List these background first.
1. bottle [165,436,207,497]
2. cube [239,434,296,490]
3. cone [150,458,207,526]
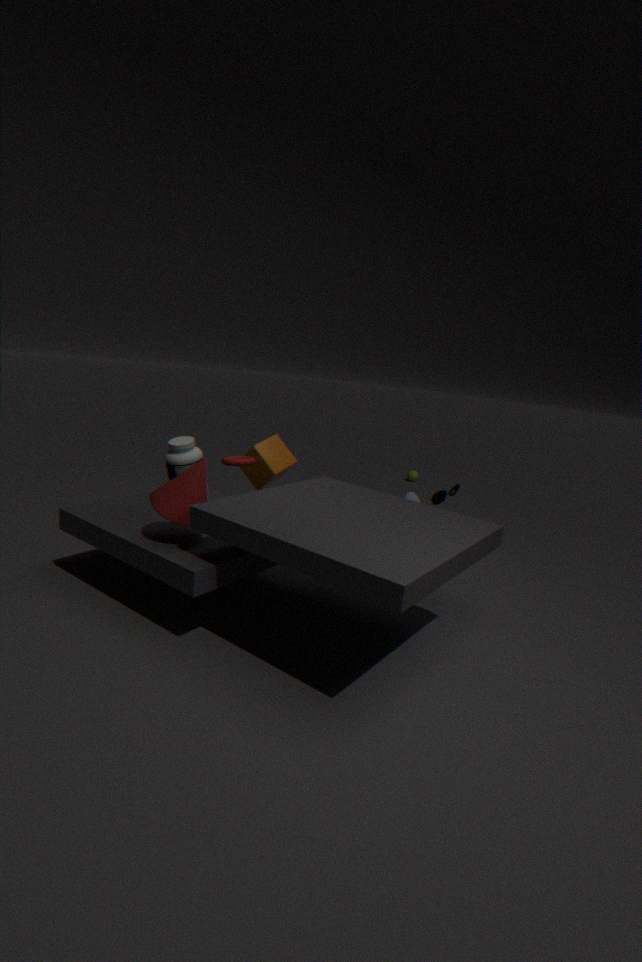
cube [239,434,296,490] → bottle [165,436,207,497] → cone [150,458,207,526]
